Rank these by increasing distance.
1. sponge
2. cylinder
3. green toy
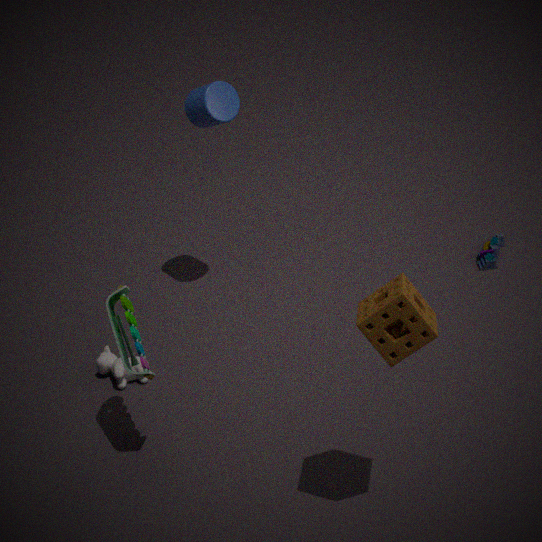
sponge → green toy → cylinder
